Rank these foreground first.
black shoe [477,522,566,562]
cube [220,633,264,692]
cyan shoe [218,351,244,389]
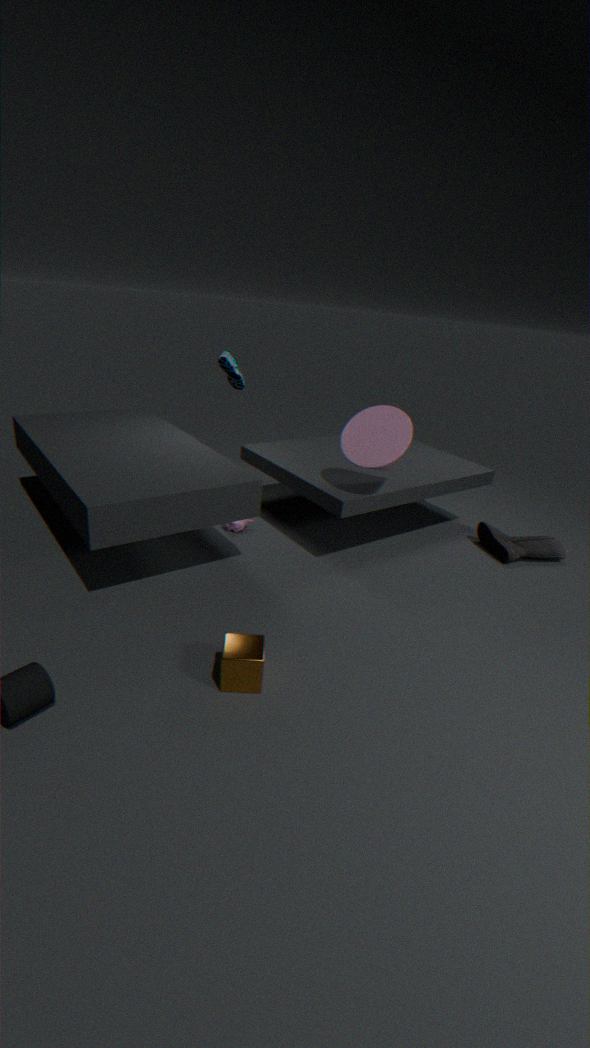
cube [220,633,264,692] < cyan shoe [218,351,244,389] < black shoe [477,522,566,562]
